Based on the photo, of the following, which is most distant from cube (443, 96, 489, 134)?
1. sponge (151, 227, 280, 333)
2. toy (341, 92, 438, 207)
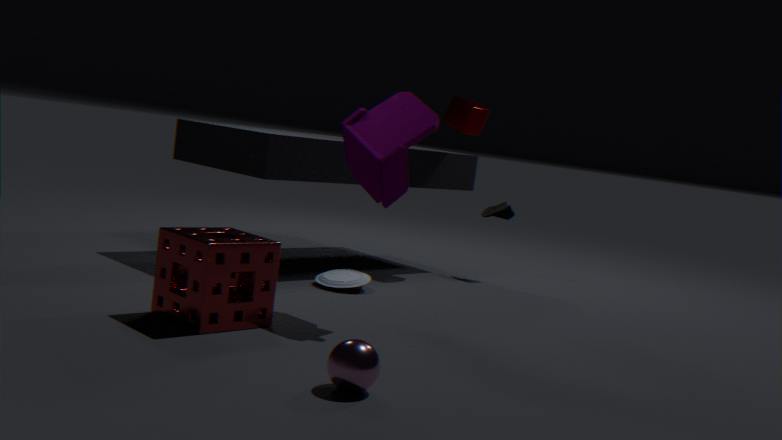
sponge (151, 227, 280, 333)
